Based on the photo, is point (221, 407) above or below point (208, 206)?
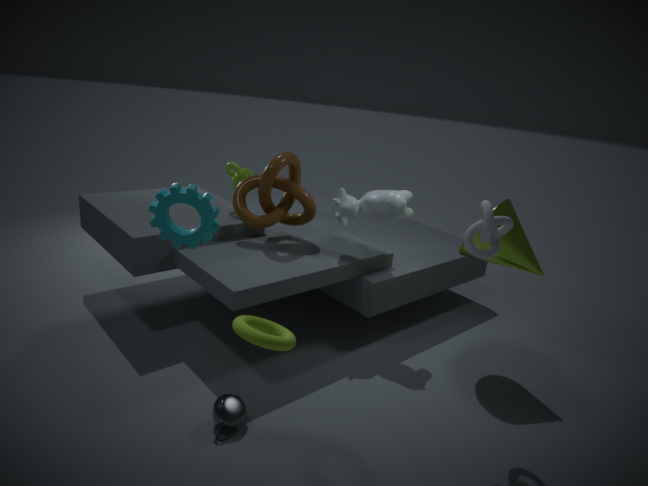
below
